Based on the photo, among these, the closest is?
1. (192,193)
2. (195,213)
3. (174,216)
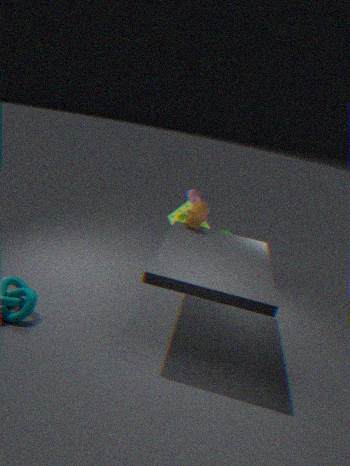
(195,213)
